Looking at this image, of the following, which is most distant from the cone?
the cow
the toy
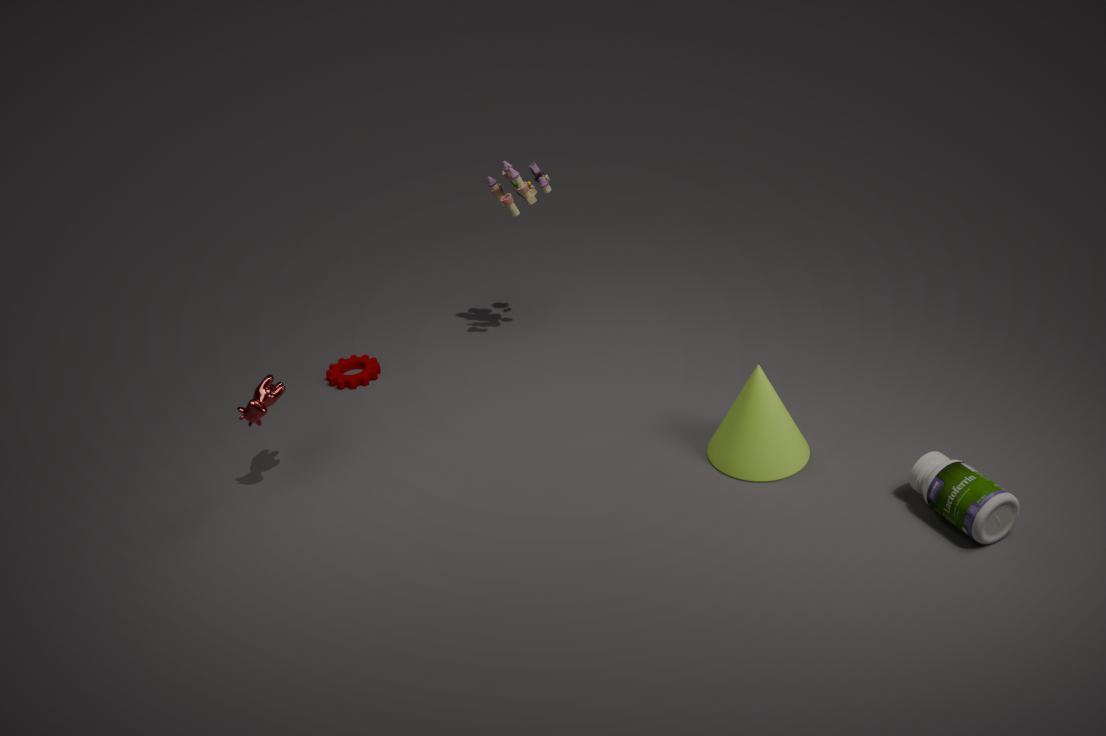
the cow
